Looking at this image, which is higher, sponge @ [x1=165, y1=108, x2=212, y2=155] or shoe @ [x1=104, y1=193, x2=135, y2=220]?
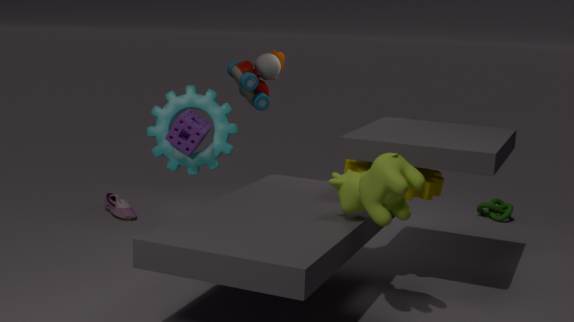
sponge @ [x1=165, y1=108, x2=212, y2=155]
